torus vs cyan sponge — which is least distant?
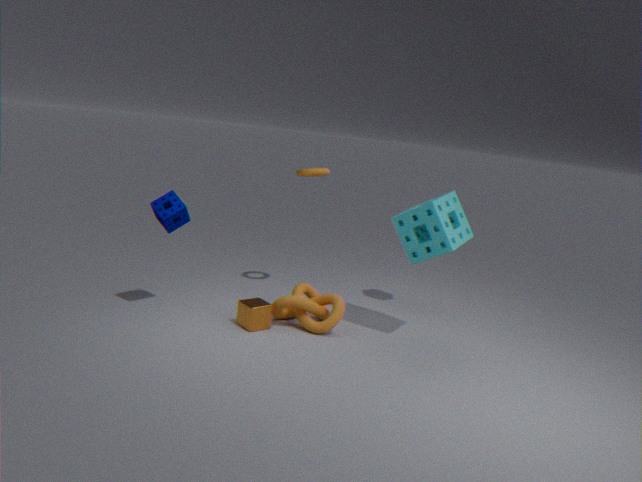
cyan sponge
